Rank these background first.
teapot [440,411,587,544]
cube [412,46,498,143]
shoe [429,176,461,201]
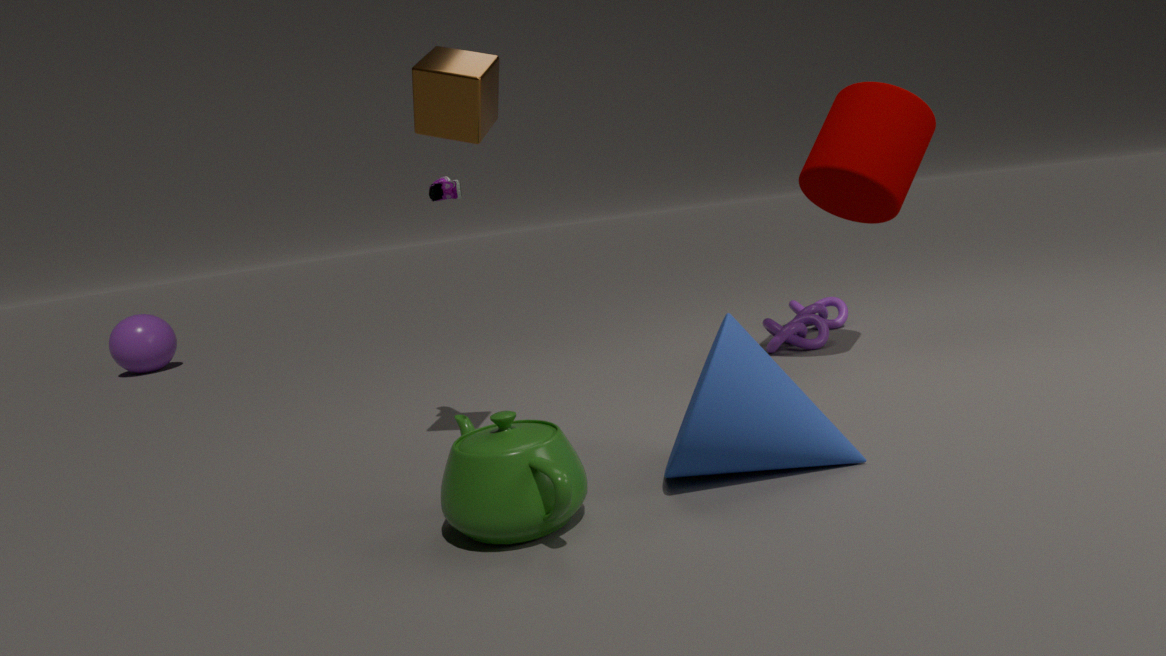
1. shoe [429,176,461,201]
2. cube [412,46,498,143]
3. teapot [440,411,587,544]
